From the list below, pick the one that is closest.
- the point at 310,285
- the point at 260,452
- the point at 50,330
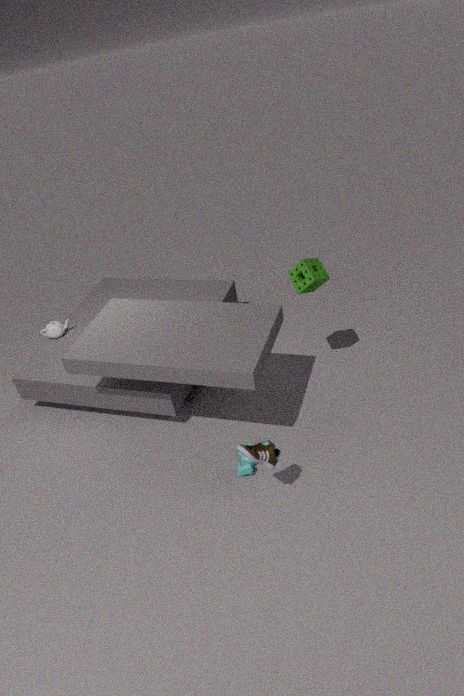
the point at 260,452
